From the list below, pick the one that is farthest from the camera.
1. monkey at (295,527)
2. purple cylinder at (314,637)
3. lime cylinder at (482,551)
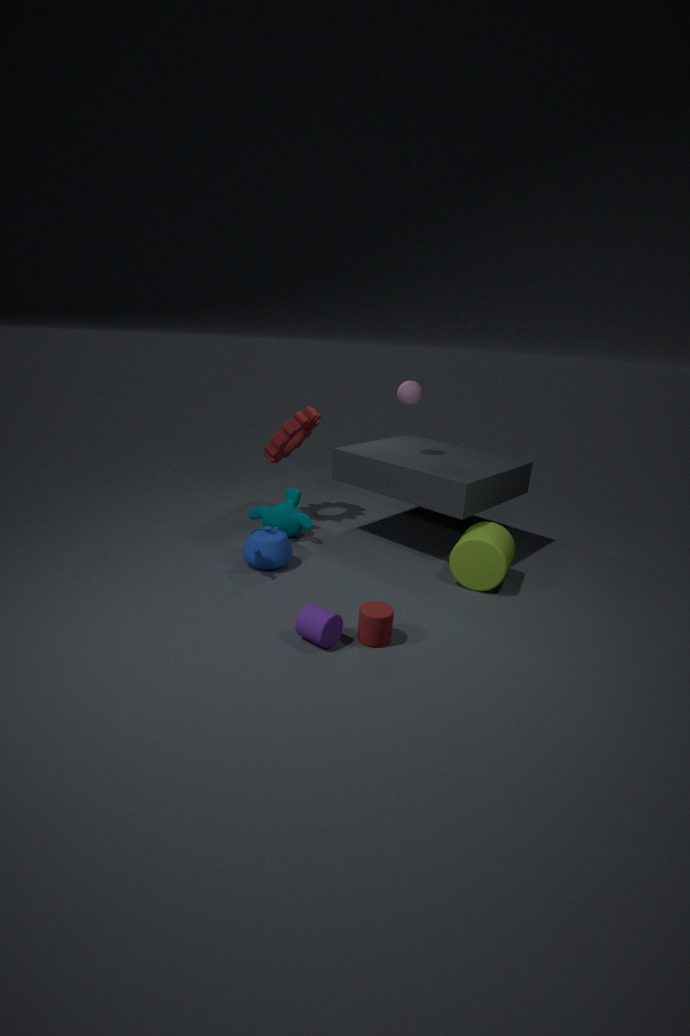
monkey at (295,527)
